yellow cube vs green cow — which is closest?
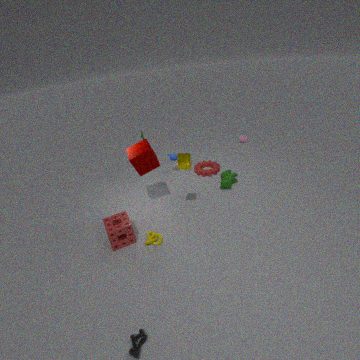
yellow cube
